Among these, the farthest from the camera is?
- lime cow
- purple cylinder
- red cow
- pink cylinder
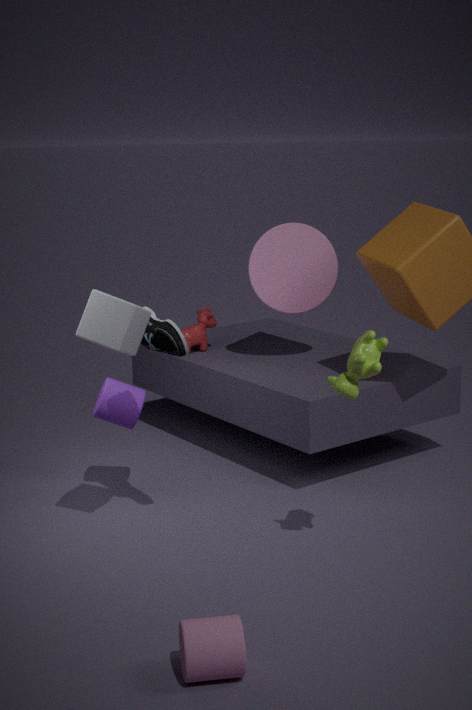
red cow
